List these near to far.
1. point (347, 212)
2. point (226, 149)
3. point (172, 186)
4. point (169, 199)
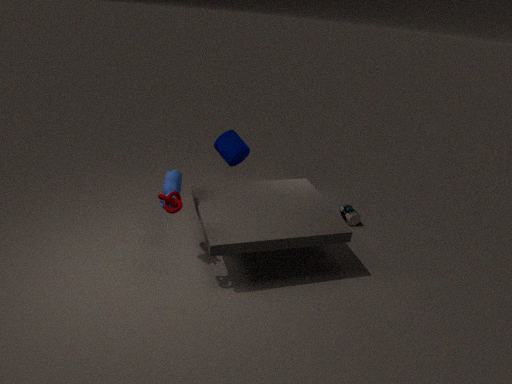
point (169, 199) → point (172, 186) → point (226, 149) → point (347, 212)
